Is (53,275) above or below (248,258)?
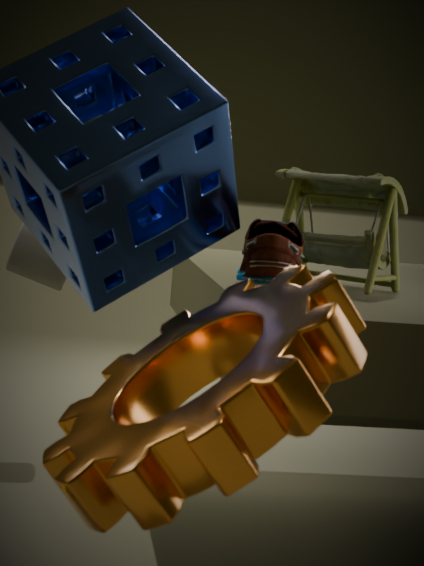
below
